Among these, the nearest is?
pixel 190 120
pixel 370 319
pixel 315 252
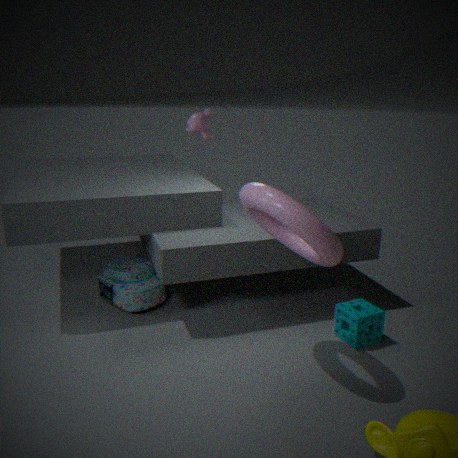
pixel 315 252
